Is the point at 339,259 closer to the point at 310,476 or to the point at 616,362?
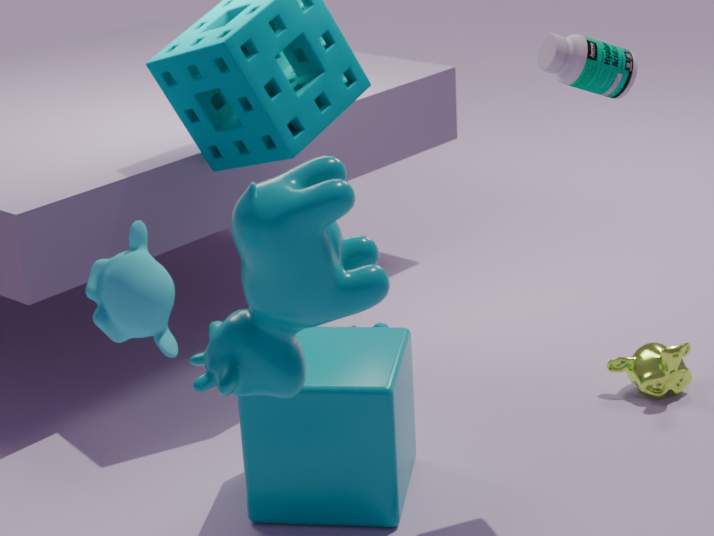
the point at 310,476
